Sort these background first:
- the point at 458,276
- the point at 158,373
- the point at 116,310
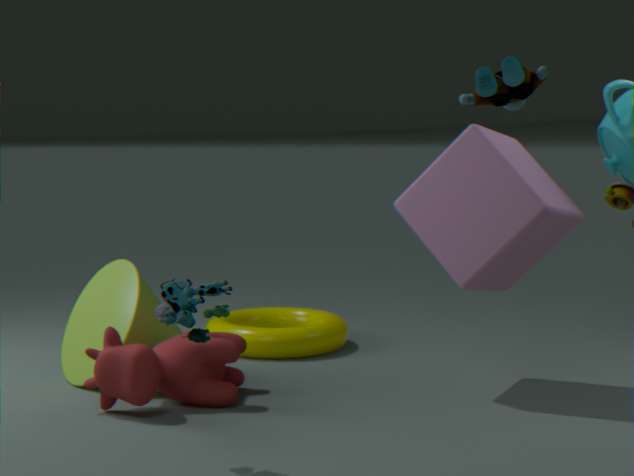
the point at 116,310 → the point at 458,276 → the point at 158,373
